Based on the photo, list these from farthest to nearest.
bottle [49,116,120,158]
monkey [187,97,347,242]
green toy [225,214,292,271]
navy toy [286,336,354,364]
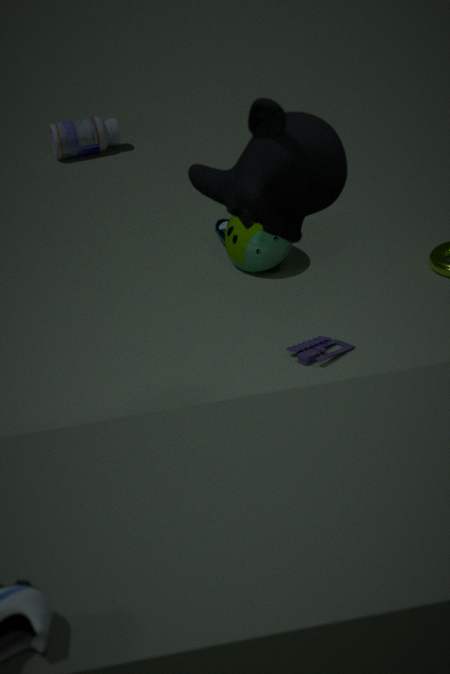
bottle [49,116,120,158] → green toy [225,214,292,271] → navy toy [286,336,354,364] → monkey [187,97,347,242]
